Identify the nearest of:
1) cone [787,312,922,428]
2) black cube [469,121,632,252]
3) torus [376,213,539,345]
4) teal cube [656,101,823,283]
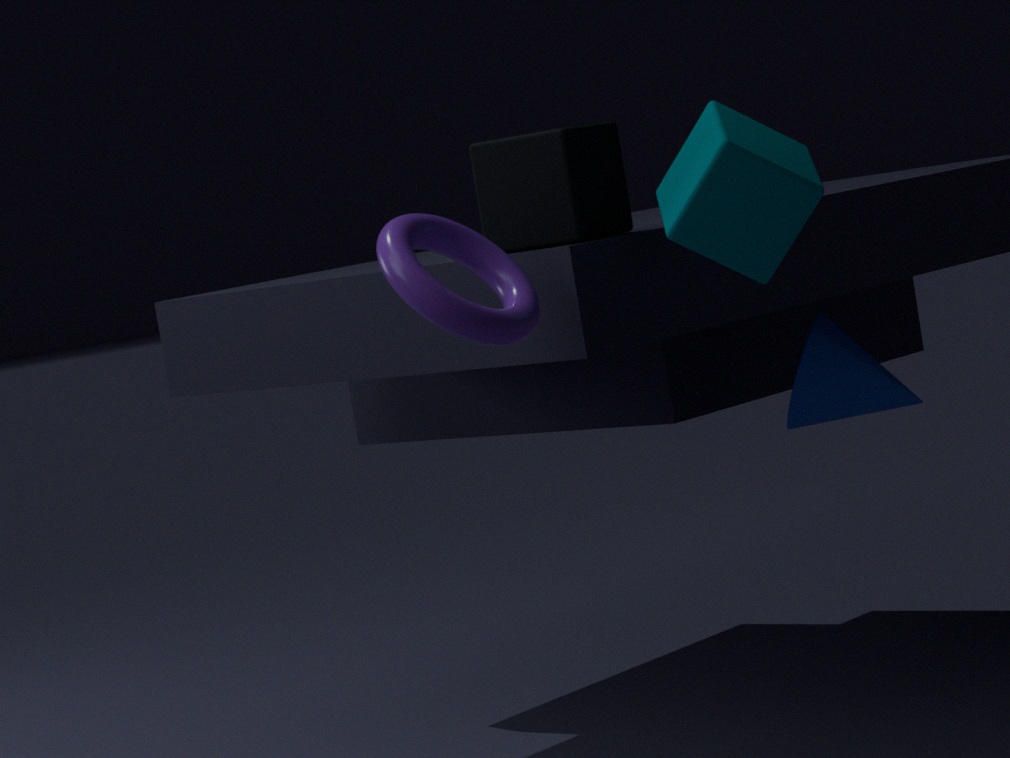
3. torus [376,213,539,345]
